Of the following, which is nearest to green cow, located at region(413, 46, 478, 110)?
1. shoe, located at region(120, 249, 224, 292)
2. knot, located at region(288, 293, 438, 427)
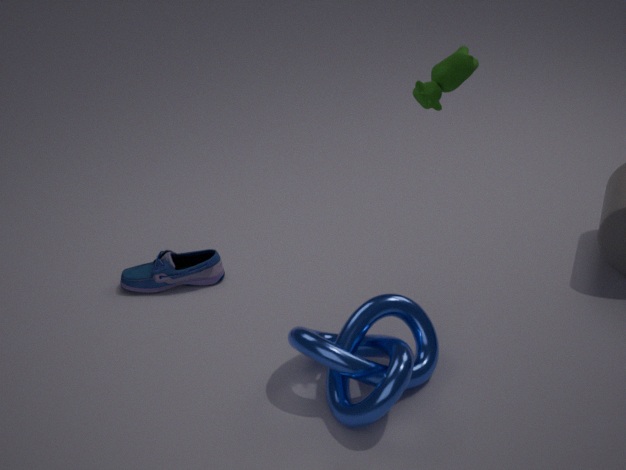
knot, located at region(288, 293, 438, 427)
